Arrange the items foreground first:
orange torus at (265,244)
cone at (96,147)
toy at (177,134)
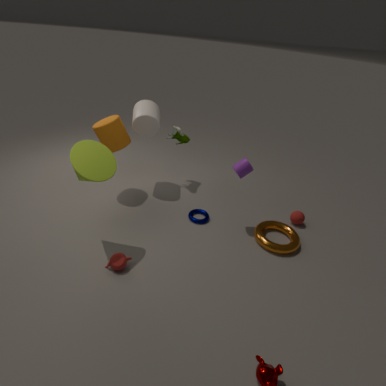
cone at (96,147) → orange torus at (265,244) → toy at (177,134)
